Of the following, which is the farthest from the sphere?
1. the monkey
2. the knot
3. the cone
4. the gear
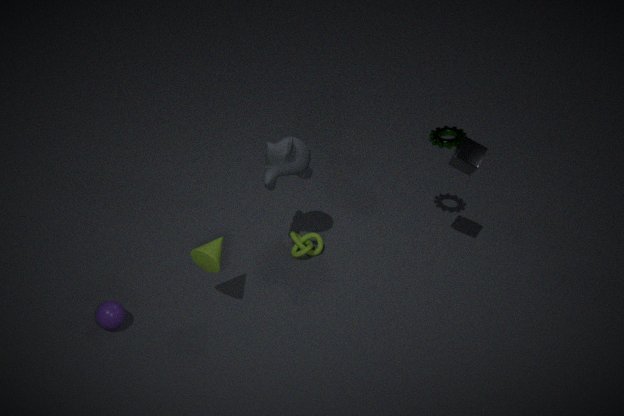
the gear
